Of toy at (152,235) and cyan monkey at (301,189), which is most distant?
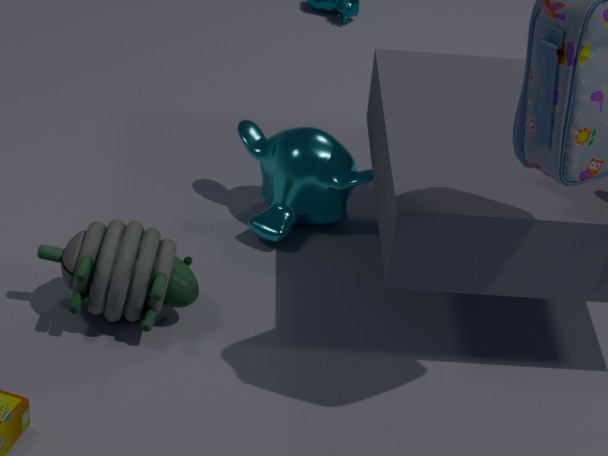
cyan monkey at (301,189)
